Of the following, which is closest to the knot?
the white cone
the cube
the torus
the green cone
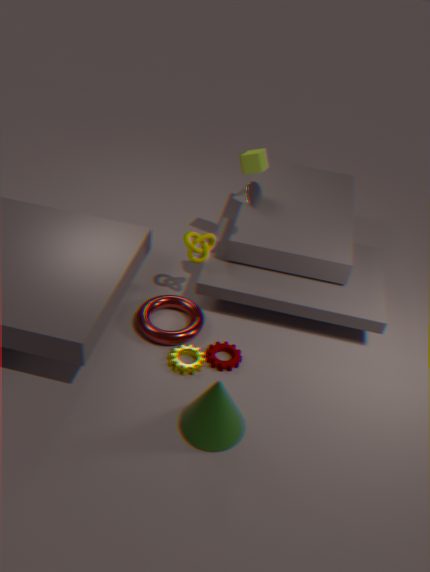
the torus
